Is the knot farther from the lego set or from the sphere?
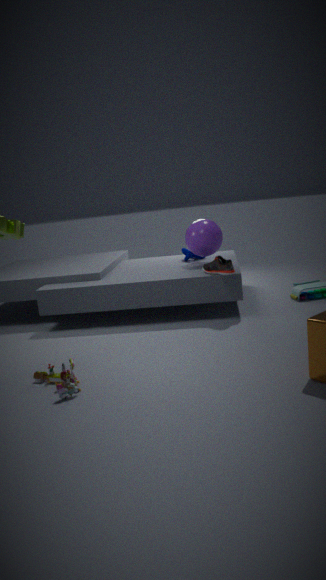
the lego set
